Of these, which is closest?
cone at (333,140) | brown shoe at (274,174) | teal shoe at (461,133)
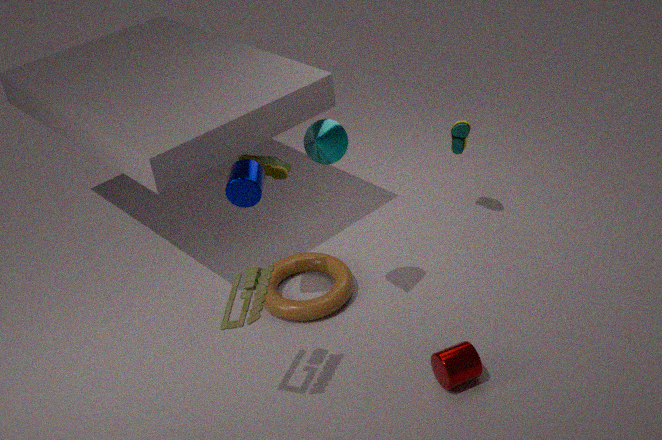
cone at (333,140)
